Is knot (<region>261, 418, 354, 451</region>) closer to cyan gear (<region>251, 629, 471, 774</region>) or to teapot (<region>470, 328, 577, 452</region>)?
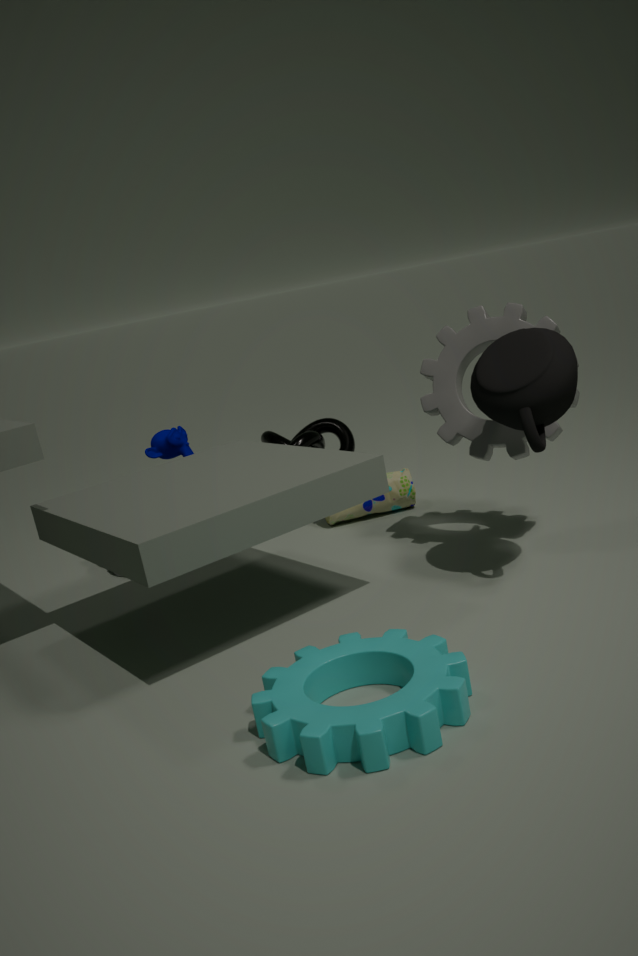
teapot (<region>470, 328, 577, 452</region>)
